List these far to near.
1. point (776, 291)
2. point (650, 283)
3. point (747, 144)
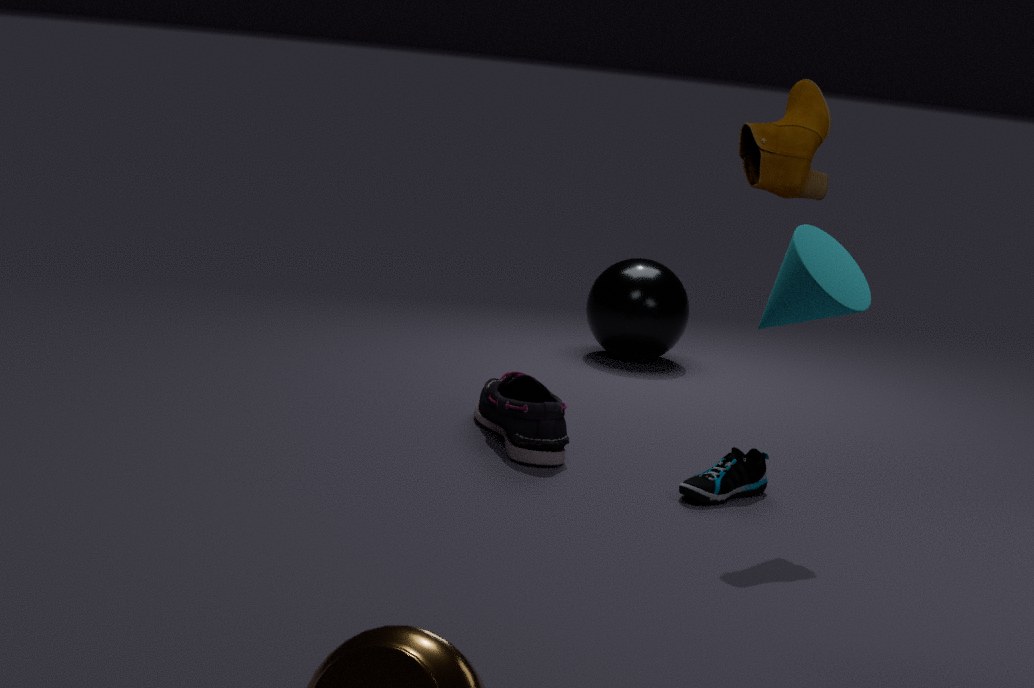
point (650, 283) → point (747, 144) → point (776, 291)
